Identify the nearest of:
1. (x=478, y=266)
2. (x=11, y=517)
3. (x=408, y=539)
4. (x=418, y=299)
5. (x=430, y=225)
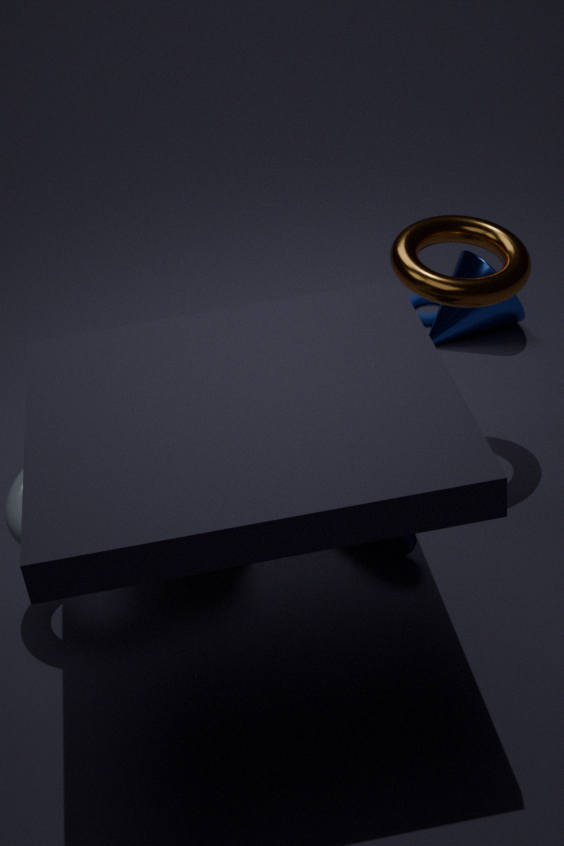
(x=11, y=517)
